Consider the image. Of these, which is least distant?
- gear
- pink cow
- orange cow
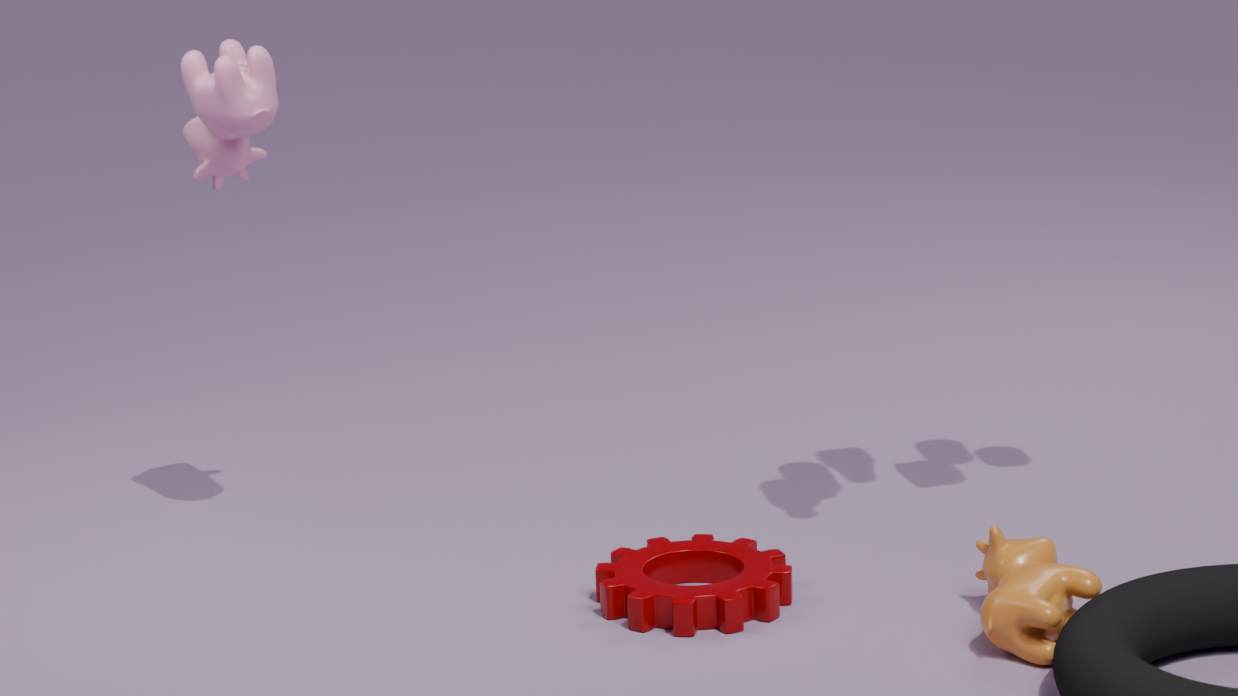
orange cow
